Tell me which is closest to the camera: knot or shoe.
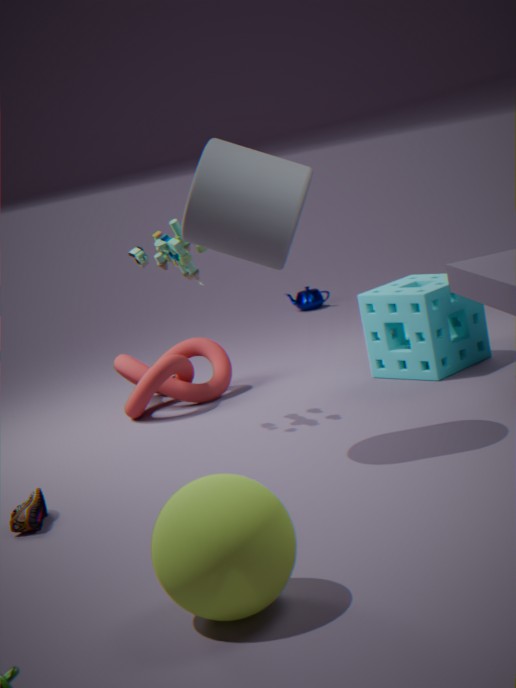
shoe
